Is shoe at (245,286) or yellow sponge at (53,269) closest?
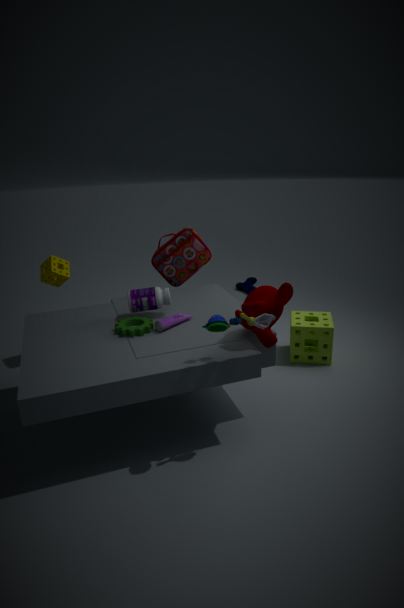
yellow sponge at (53,269)
